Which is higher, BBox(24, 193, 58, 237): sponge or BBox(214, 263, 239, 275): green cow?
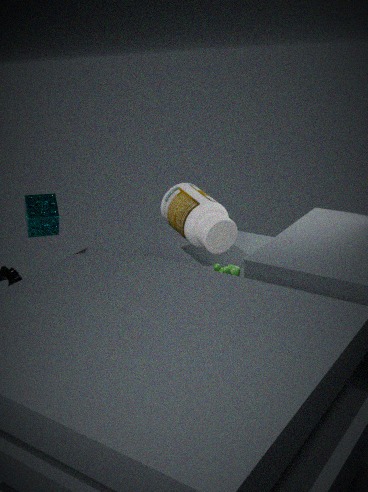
BBox(24, 193, 58, 237): sponge
